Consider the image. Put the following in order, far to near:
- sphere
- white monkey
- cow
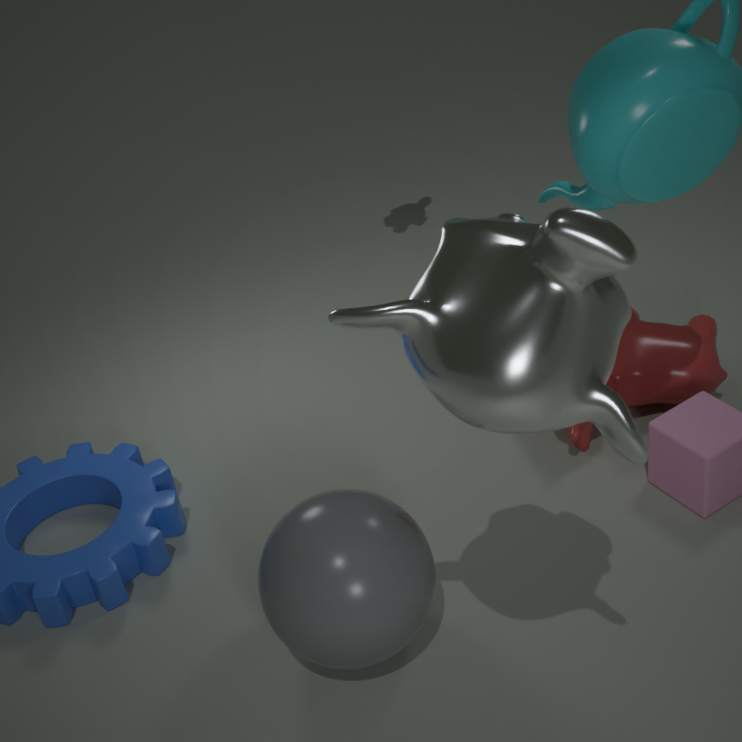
cow → sphere → white monkey
